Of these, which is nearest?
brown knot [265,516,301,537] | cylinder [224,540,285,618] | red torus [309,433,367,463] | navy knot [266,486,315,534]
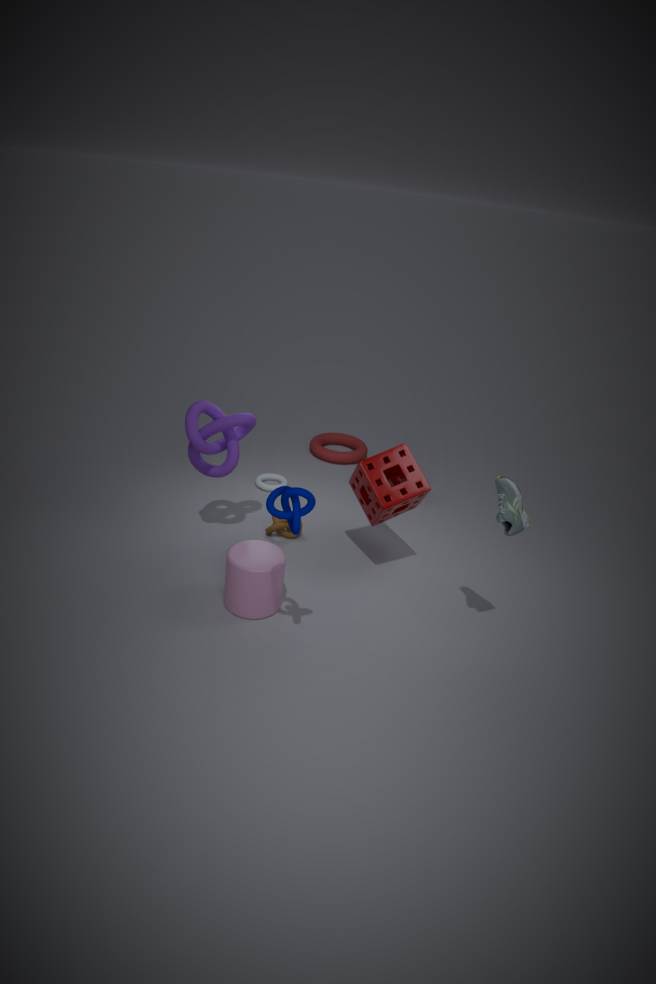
navy knot [266,486,315,534]
